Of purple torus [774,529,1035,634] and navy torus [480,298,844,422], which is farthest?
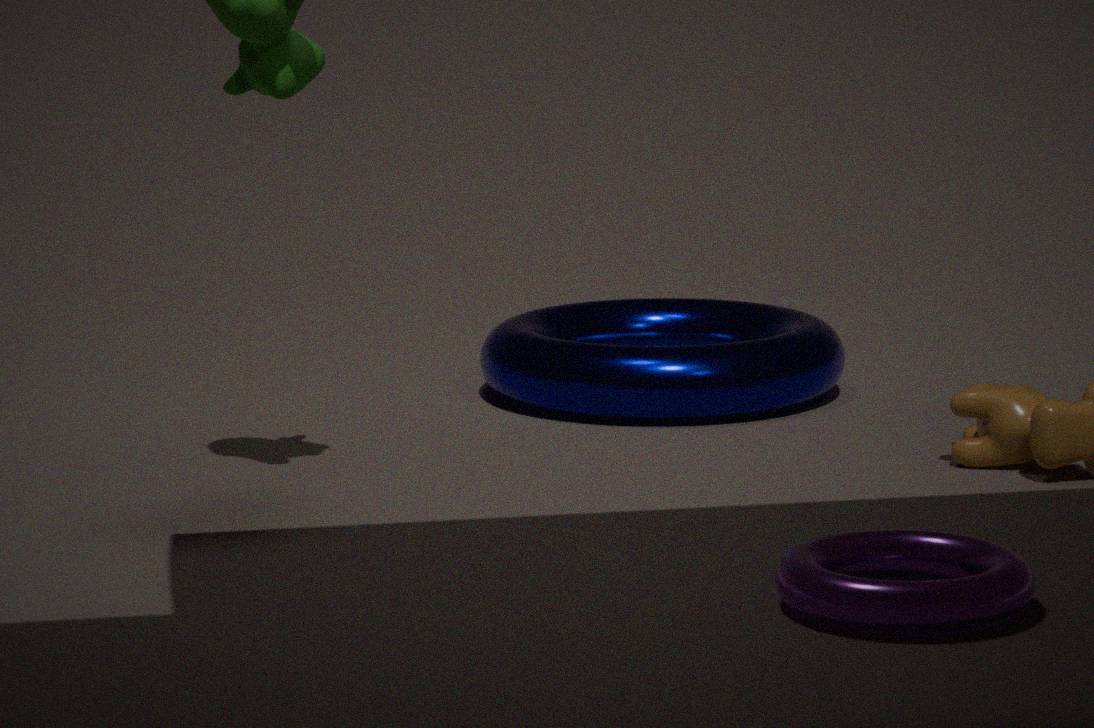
navy torus [480,298,844,422]
